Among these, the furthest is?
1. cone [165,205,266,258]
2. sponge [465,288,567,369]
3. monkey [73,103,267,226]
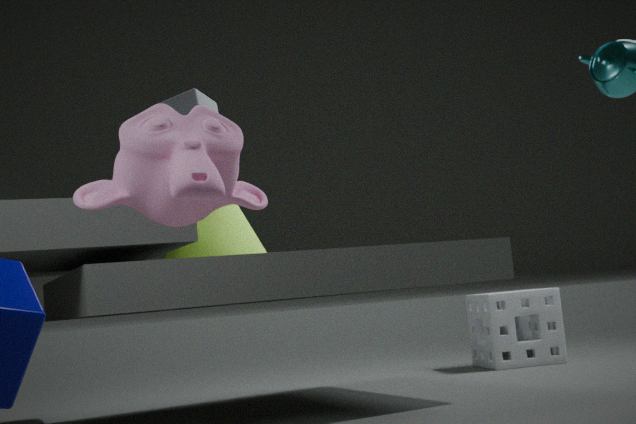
sponge [465,288,567,369]
